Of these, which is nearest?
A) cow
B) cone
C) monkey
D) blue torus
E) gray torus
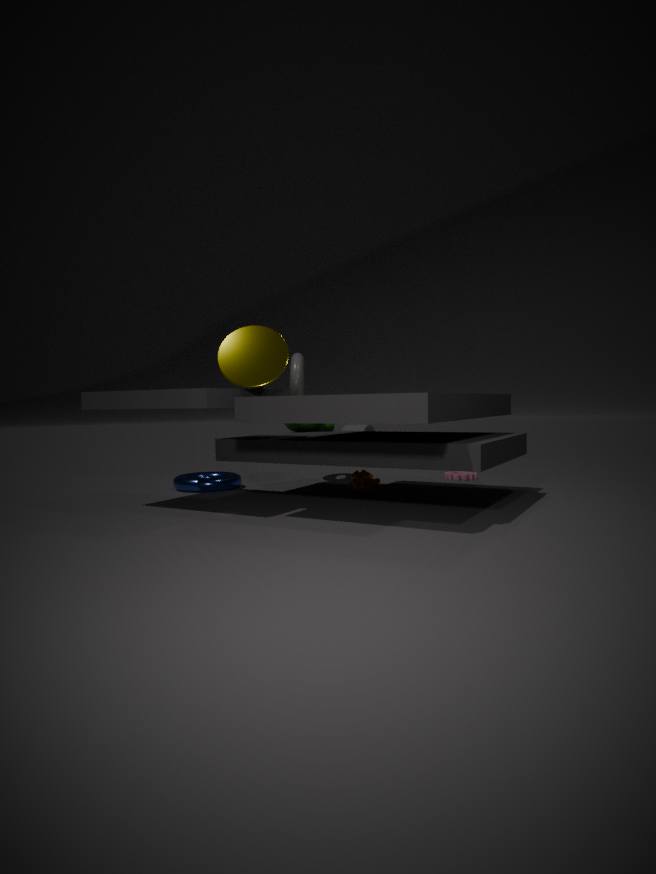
cone
